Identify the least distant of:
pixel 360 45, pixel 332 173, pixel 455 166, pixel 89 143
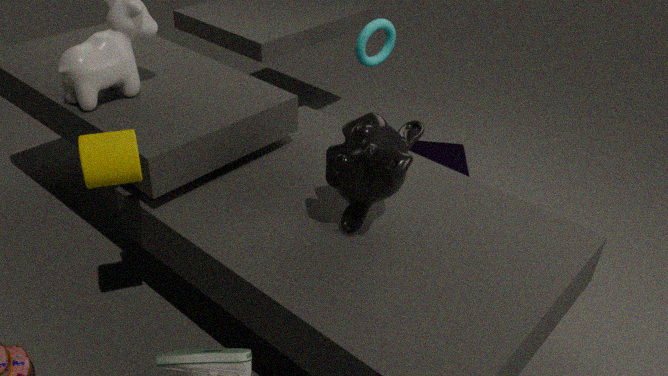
pixel 89 143
